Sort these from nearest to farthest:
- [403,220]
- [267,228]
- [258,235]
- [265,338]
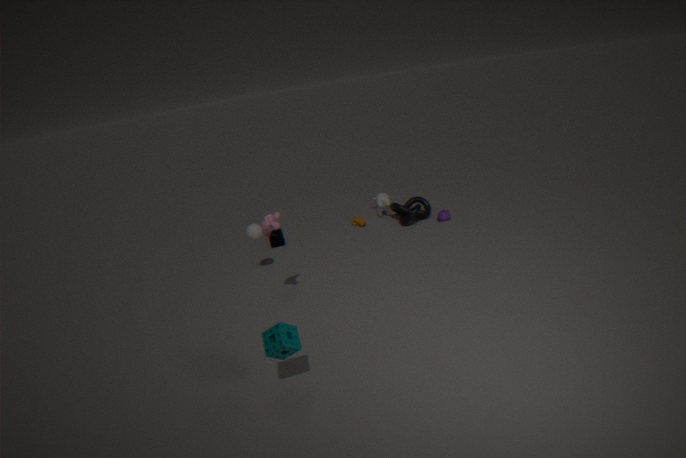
[265,338] → [267,228] → [258,235] → [403,220]
